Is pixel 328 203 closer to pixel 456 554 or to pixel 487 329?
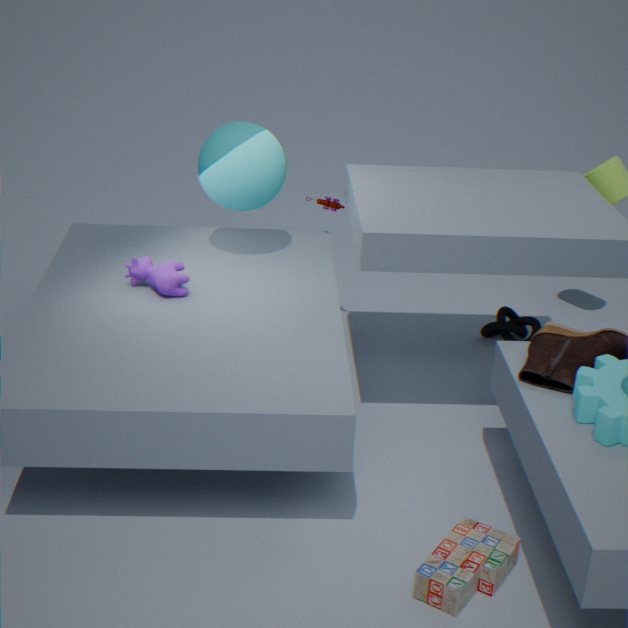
pixel 487 329
